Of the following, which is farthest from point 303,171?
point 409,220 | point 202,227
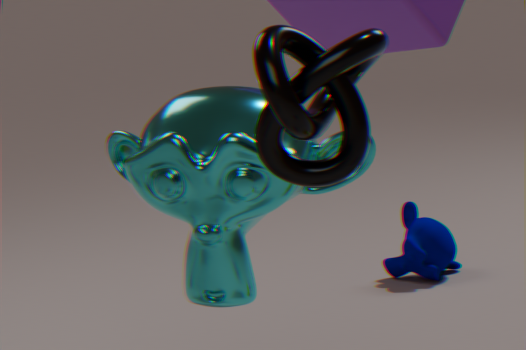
point 409,220
